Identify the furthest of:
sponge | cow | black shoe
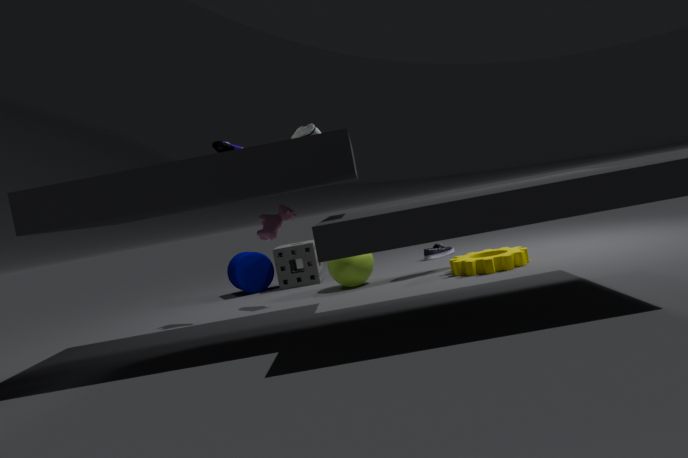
sponge
